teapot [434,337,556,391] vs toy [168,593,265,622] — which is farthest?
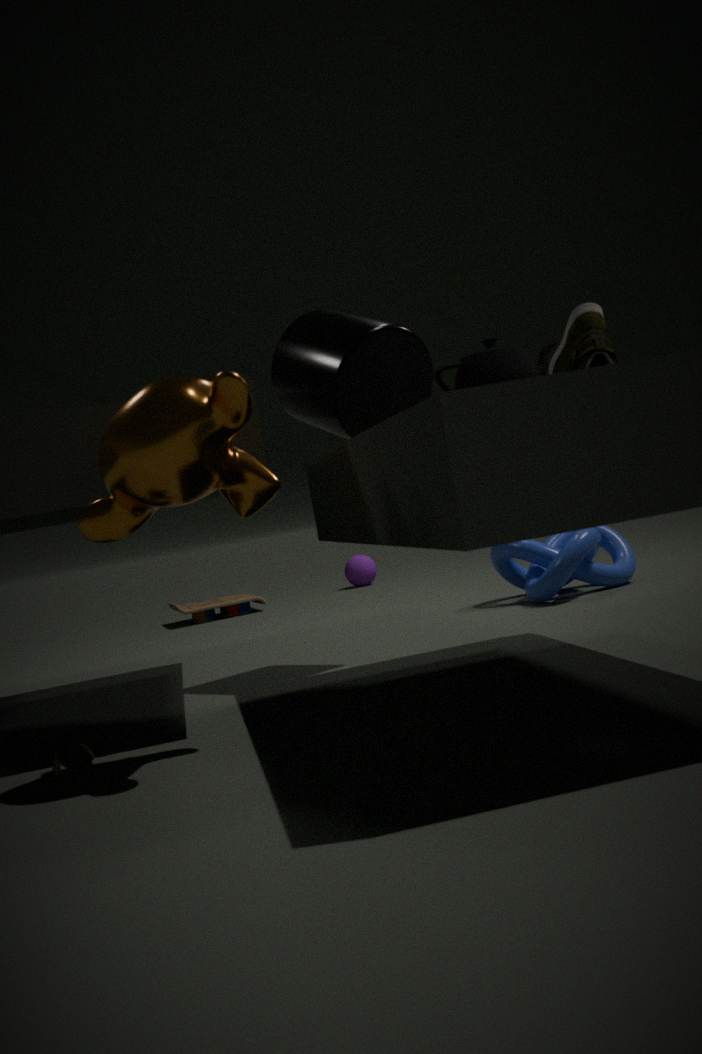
toy [168,593,265,622]
